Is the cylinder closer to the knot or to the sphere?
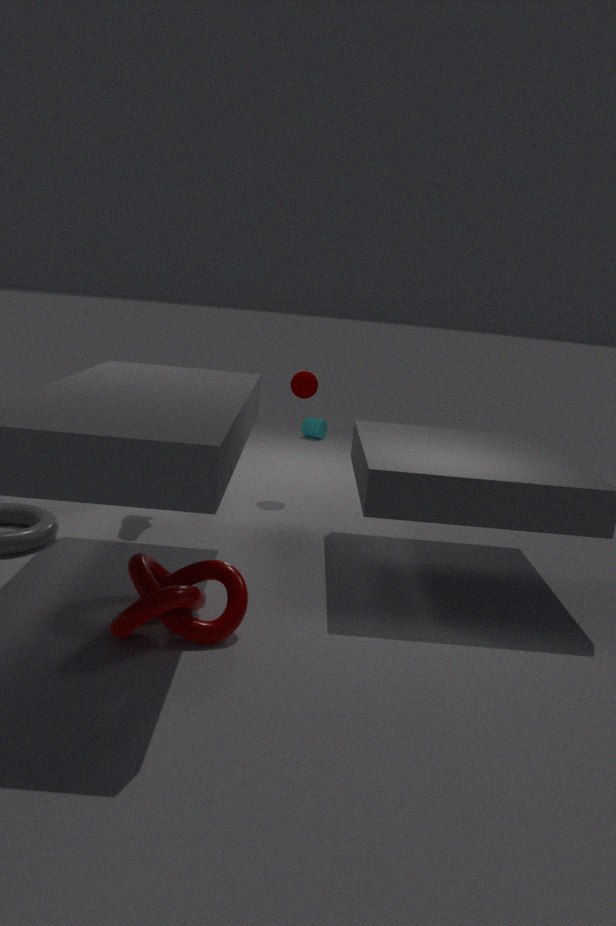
the sphere
